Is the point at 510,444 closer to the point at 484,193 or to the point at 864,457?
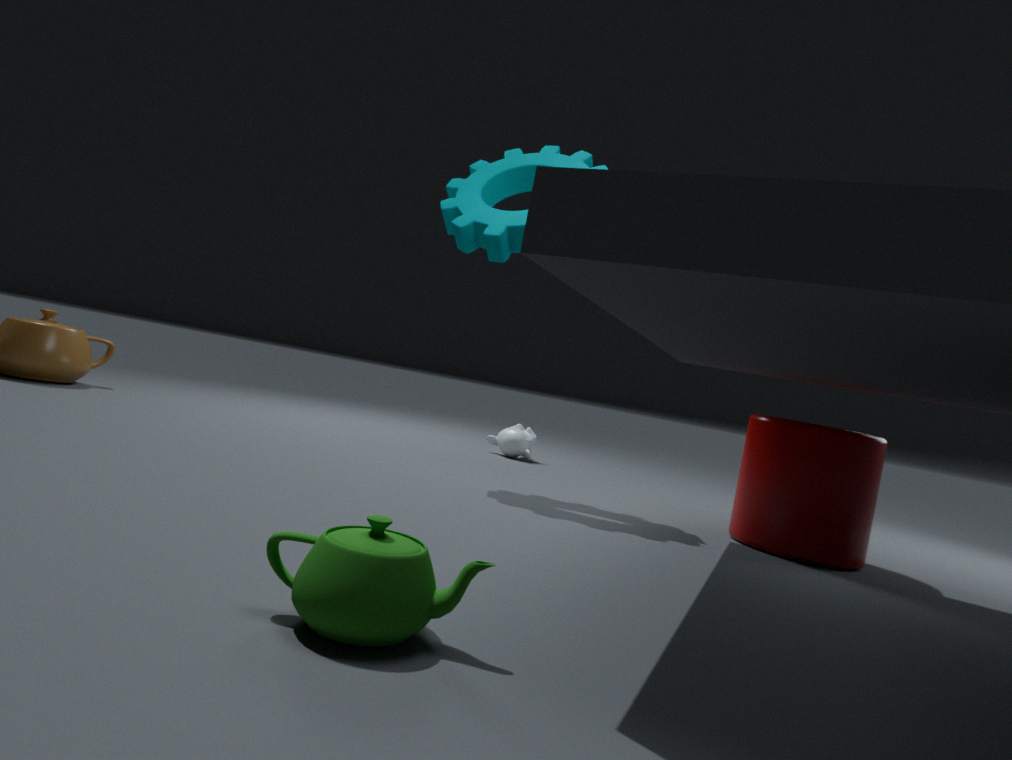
the point at 484,193
